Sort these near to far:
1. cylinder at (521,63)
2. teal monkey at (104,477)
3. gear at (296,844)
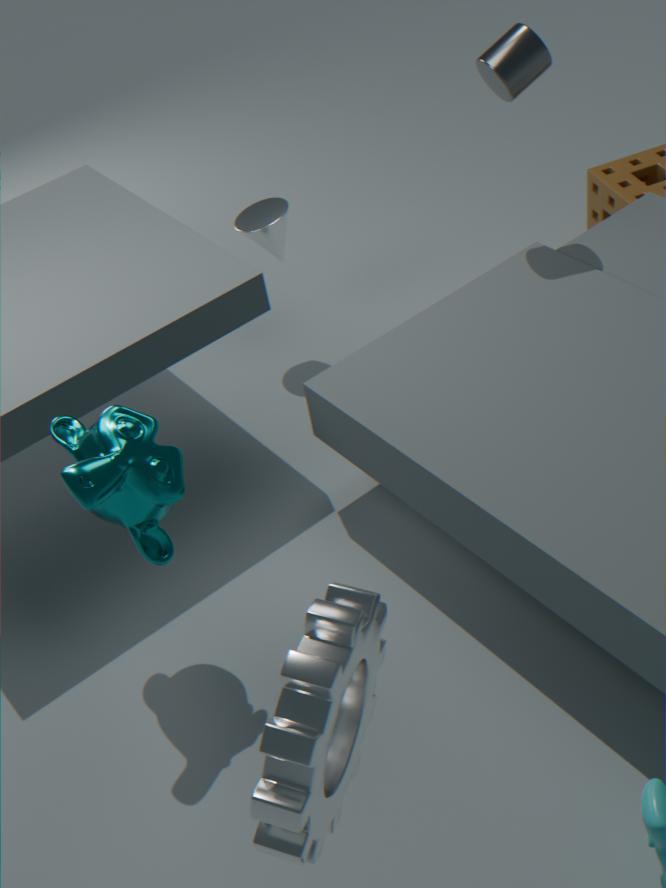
gear at (296,844) → teal monkey at (104,477) → cylinder at (521,63)
